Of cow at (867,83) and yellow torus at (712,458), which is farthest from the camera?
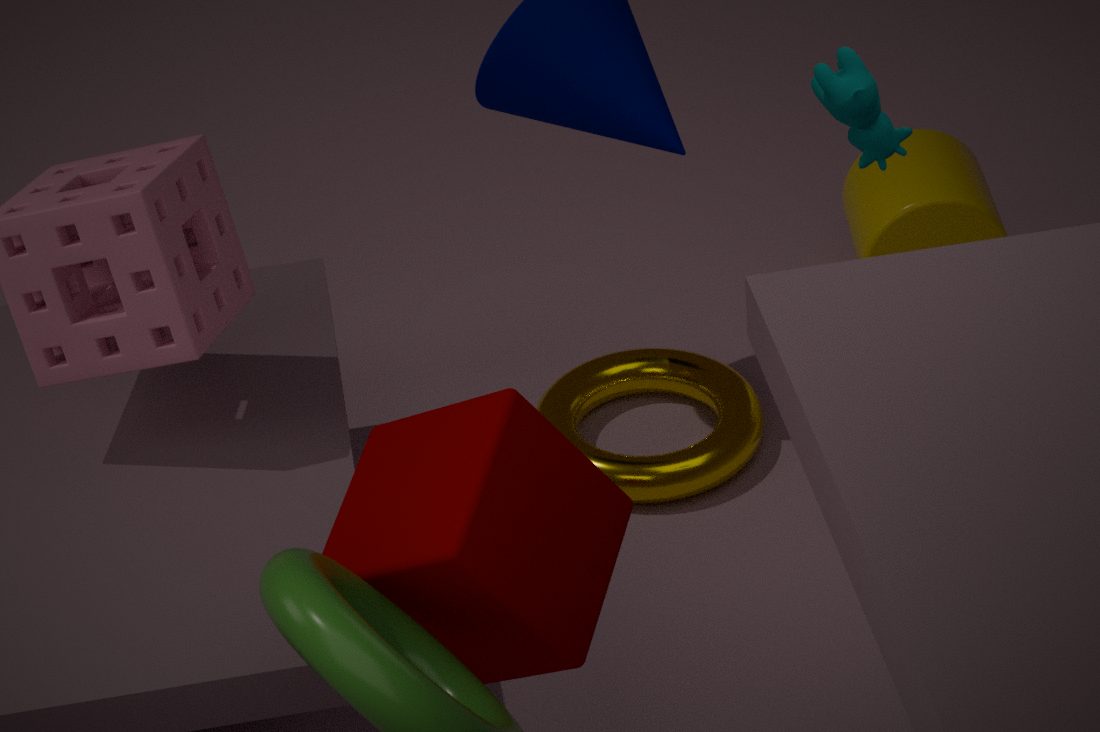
yellow torus at (712,458)
